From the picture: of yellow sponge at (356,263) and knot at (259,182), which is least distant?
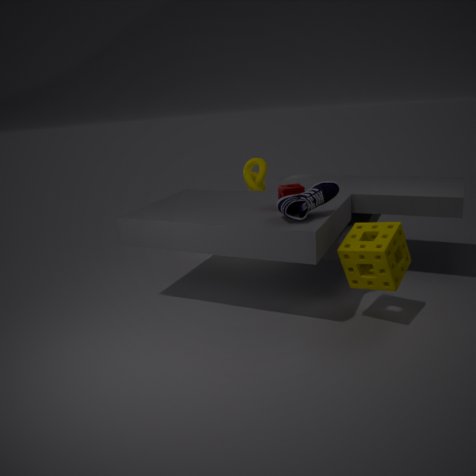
yellow sponge at (356,263)
